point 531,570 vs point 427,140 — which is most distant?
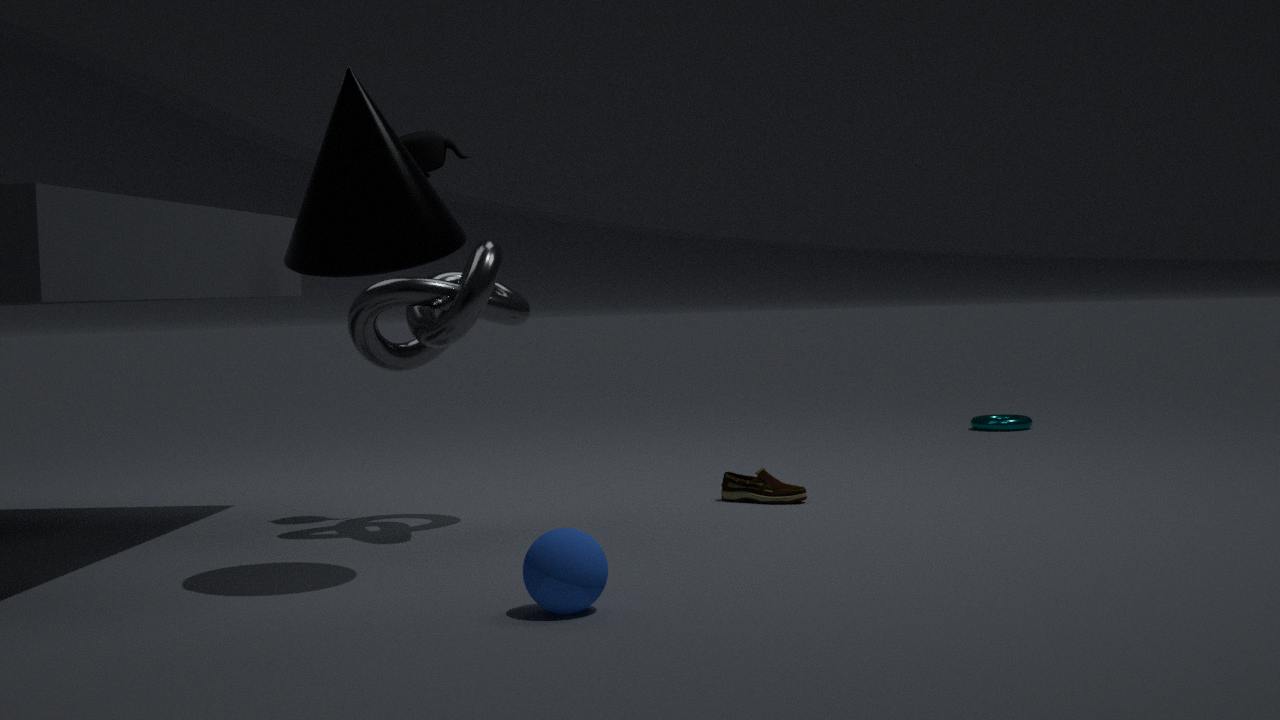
point 427,140
